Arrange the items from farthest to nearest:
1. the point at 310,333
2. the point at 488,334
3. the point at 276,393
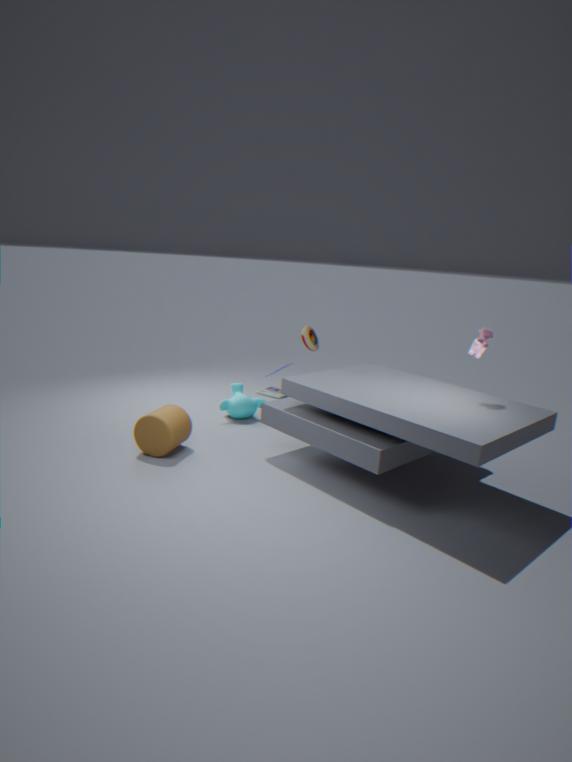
the point at 276,393, the point at 310,333, the point at 488,334
